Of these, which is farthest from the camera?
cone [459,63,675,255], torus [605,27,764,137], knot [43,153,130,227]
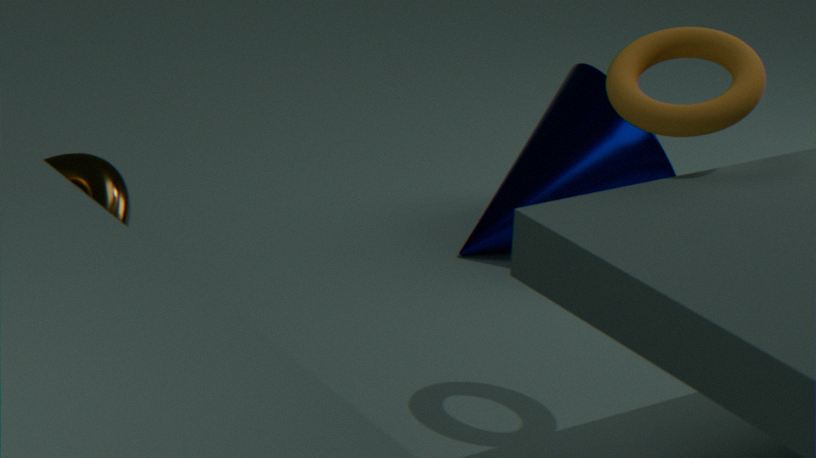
cone [459,63,675,255]
